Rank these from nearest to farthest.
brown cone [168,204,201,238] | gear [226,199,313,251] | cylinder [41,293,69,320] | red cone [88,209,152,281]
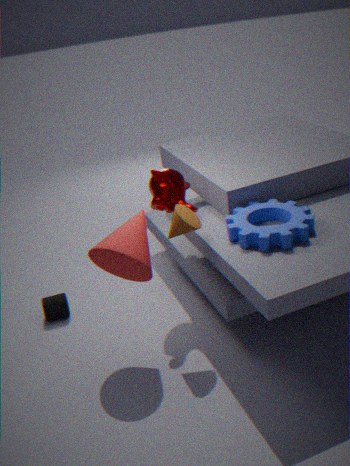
gear [226,199,313,251] → red cone [88,209,152,281] → brown cone [168,204,201,238] → cylinder [41,293,69,320]
